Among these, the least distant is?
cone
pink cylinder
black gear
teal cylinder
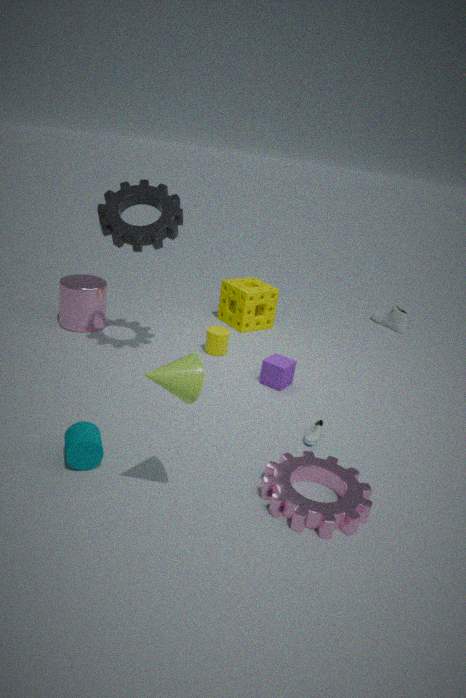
cone
